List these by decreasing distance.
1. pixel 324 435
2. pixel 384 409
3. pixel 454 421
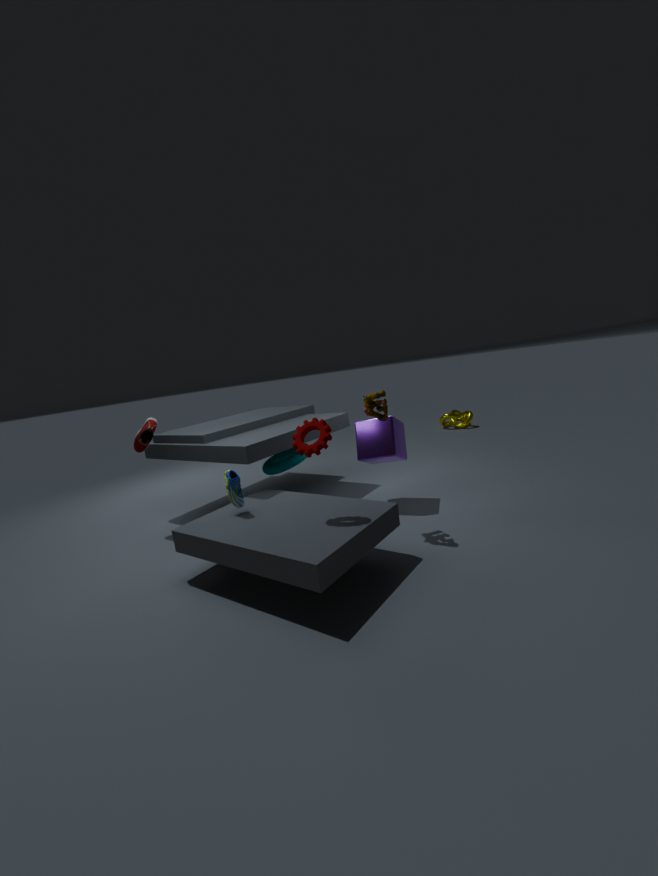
pixel 454 421 → pixel 384 409 → pixel 324 435
